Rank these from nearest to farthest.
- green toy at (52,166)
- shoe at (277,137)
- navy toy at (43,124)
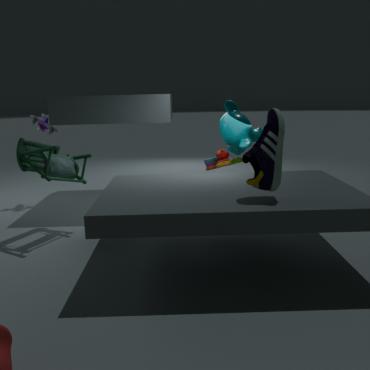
shoe at (277,137), green toy at (52,166), navy toy at (43,124)
